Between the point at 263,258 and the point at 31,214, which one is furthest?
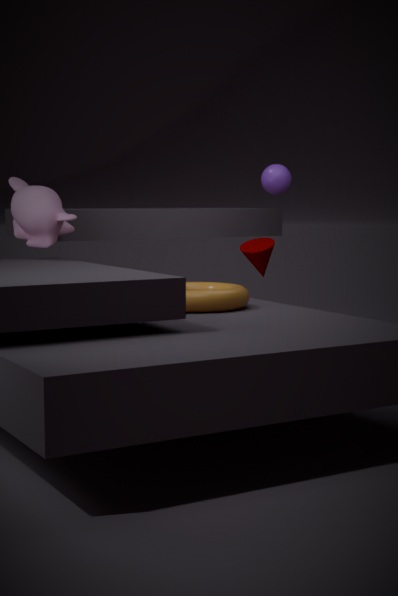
the point at 263,258
